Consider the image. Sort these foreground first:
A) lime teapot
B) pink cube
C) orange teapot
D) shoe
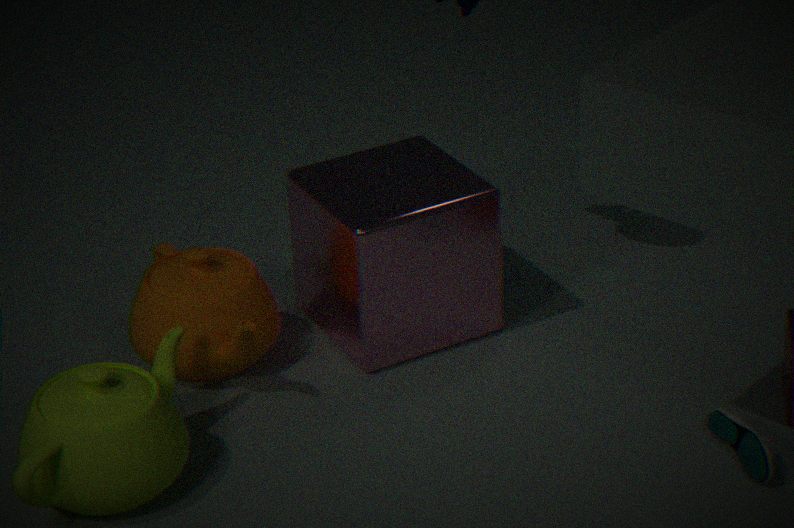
lime teapot < shoe < pink cube < orange teapot
